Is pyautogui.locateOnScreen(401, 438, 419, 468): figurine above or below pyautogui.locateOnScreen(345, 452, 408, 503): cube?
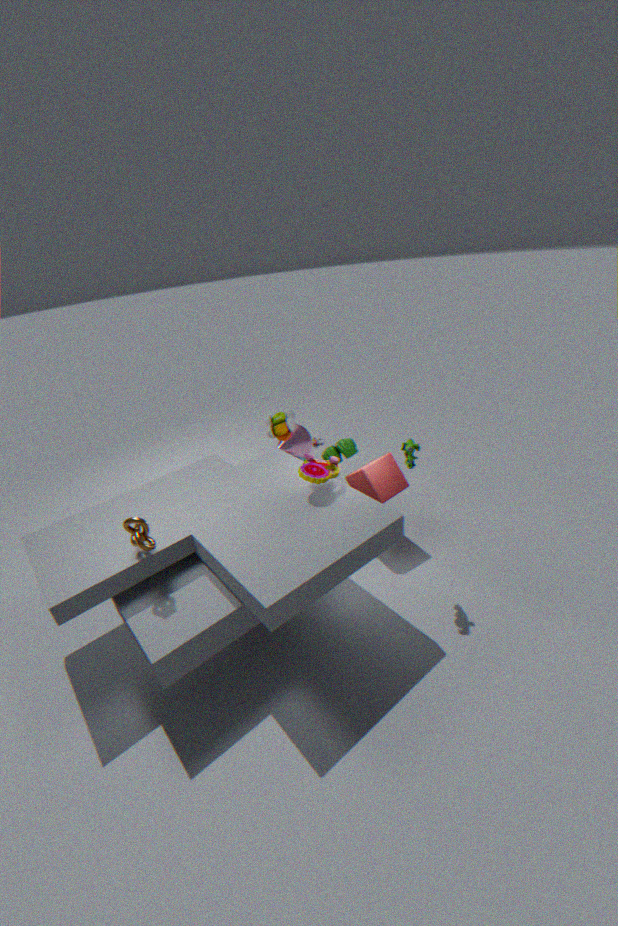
above
